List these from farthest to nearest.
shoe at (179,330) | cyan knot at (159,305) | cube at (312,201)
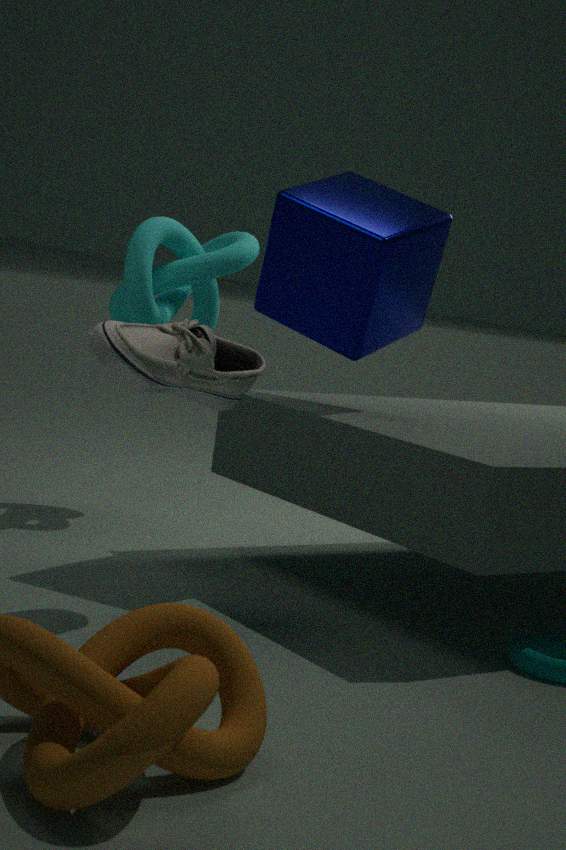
cyan knot at (159,305) < cube at (312,201) < shoe at (179,330)
